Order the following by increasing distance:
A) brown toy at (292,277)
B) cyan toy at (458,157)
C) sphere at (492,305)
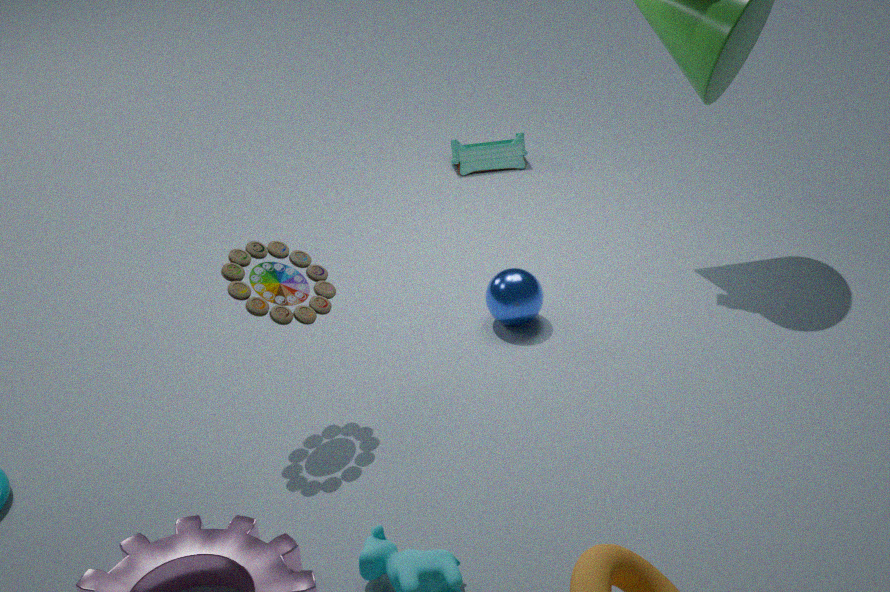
brown toy at (292,277) → sphere at (492,305) → cyan toy at (458,157)
